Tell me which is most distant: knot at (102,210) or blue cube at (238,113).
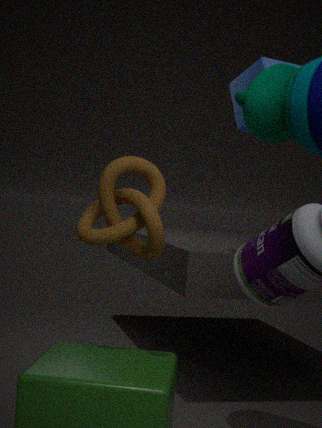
blue cube at (238,113)
